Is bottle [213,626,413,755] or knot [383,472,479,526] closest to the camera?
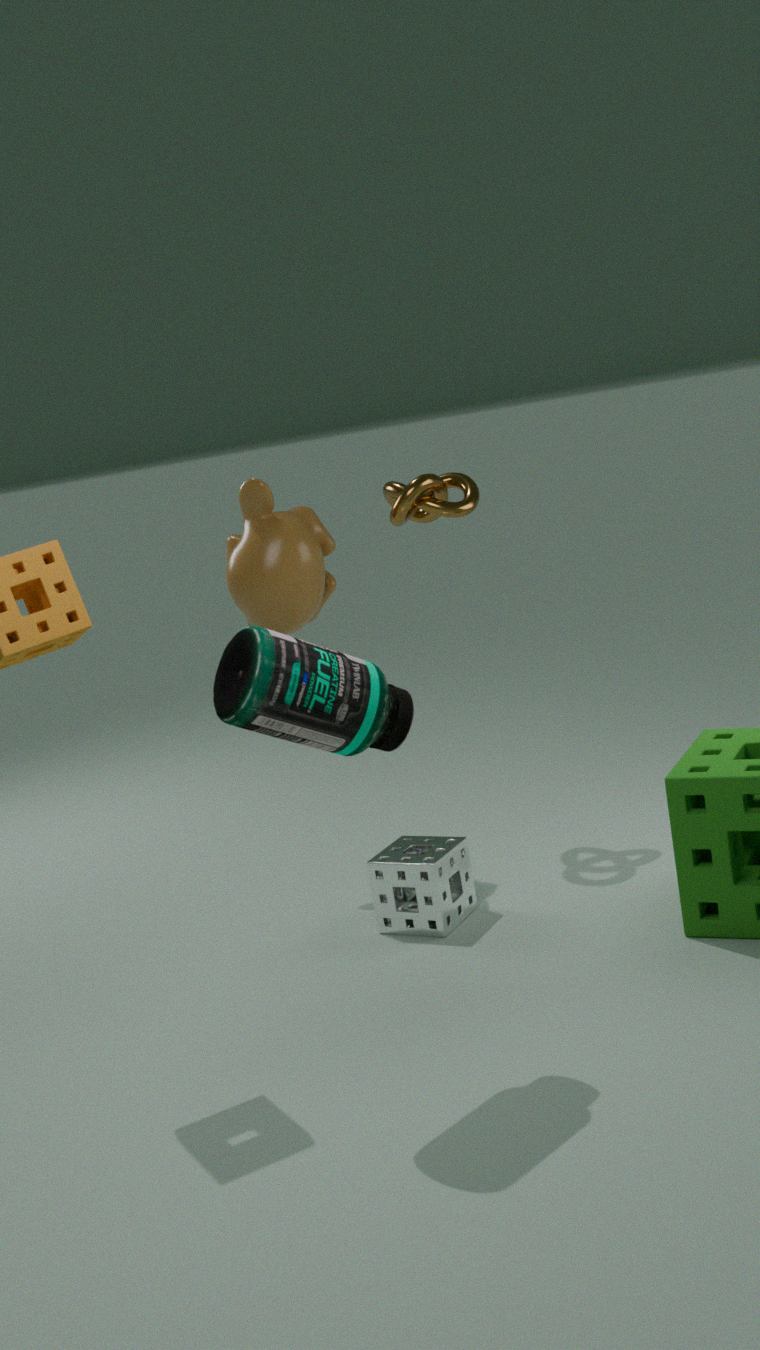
bottle [213,626,413,755]
